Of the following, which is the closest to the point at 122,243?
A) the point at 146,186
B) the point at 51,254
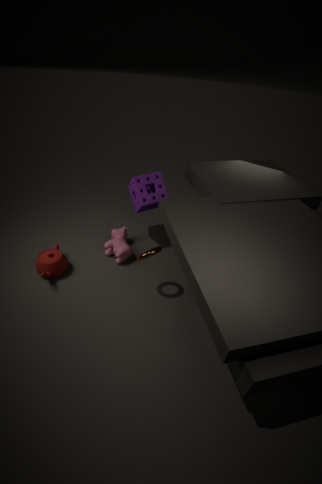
the point at 146,186
